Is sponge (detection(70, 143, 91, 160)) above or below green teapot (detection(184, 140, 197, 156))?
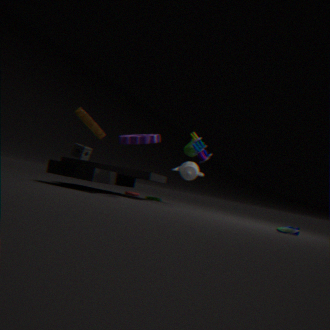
below
